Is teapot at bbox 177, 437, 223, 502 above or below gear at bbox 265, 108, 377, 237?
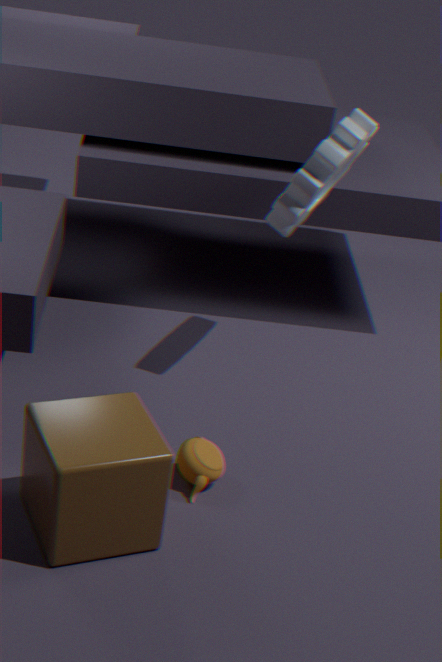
below
